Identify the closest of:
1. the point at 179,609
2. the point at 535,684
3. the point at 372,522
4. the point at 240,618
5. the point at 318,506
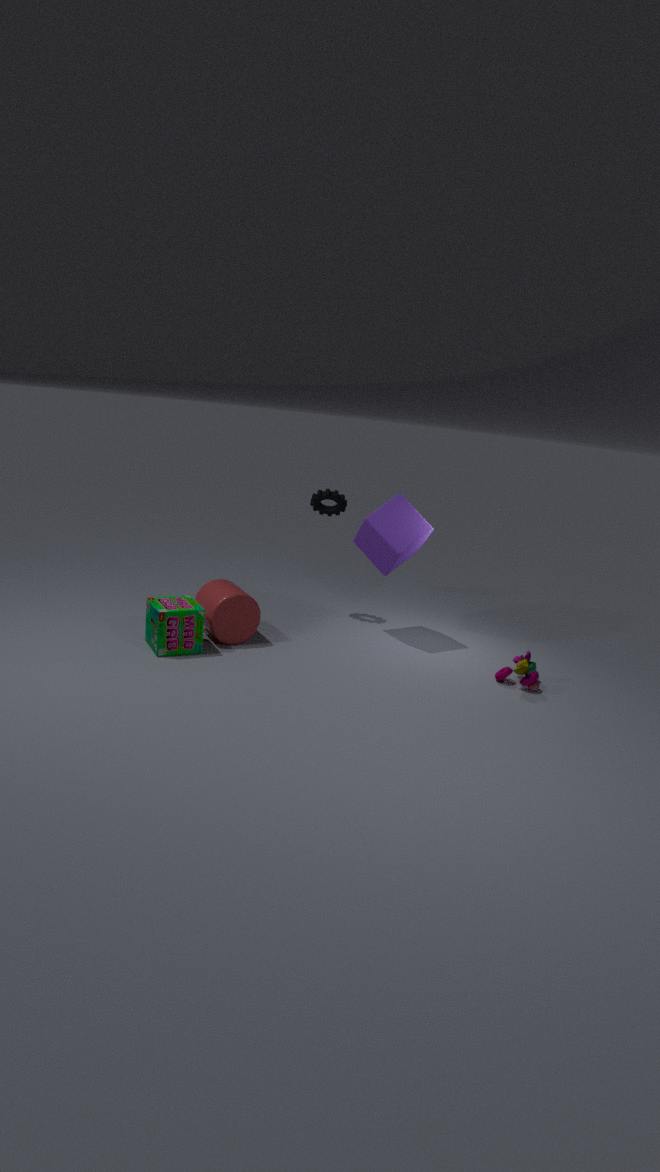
the point at 179,609
